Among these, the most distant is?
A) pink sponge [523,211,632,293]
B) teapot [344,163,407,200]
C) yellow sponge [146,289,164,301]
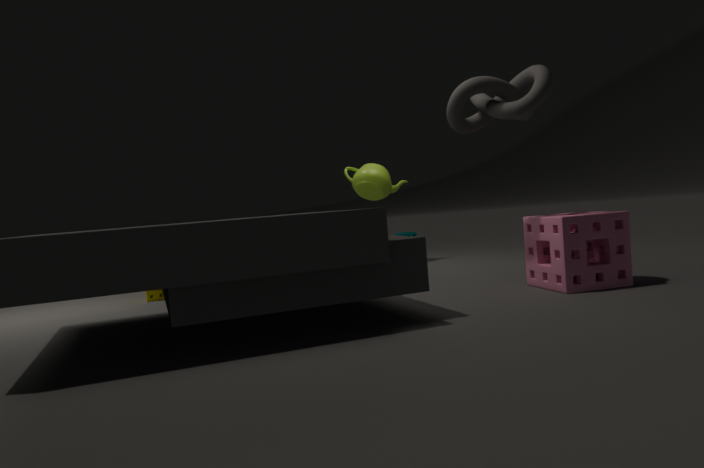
B. teapot [344,163,407,200]
